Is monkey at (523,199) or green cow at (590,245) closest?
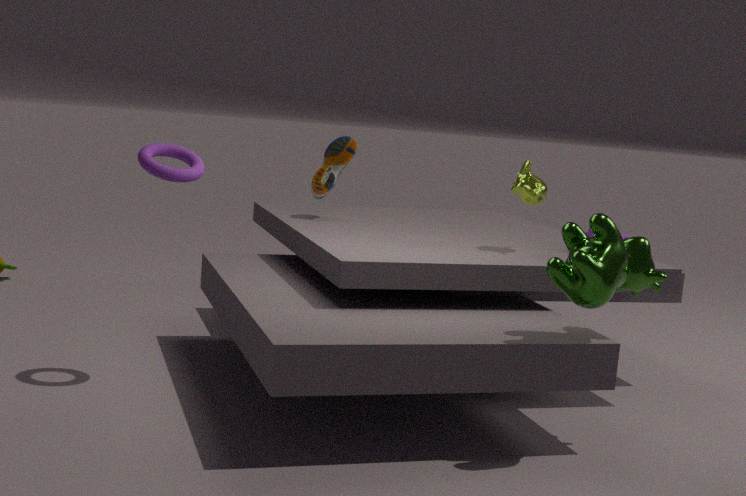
green cow at (590,245)
